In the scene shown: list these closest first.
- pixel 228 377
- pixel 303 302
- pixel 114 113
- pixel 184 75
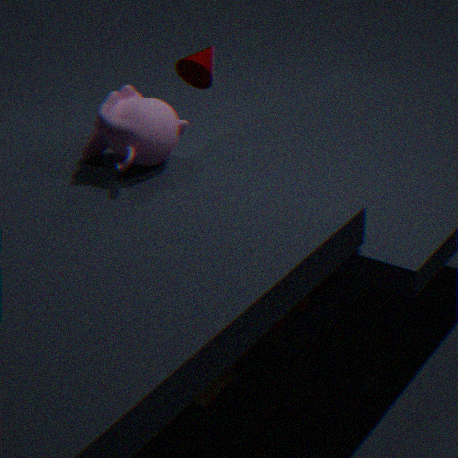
pixel 228 377, pixel 114 113, pixel 303 302, pixel 184 75
